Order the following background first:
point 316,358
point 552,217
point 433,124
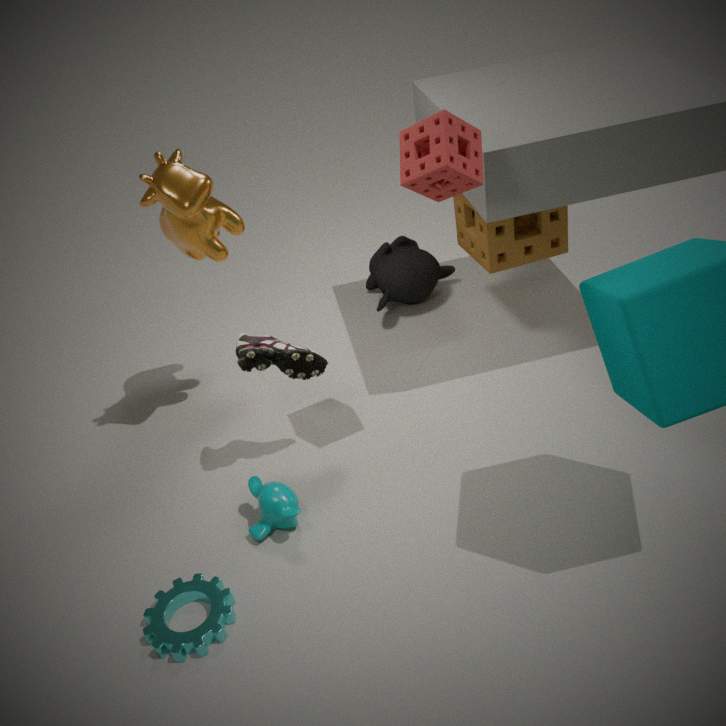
point 552,217 → point 316,358 → point 433,124
